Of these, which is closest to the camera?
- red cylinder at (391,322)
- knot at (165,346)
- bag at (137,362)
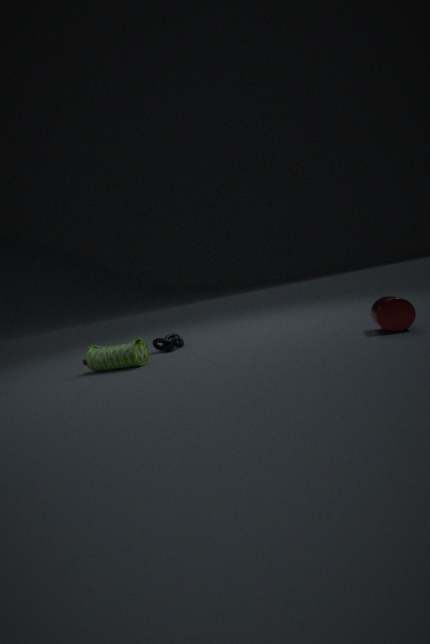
red cylinder at (391,322)
